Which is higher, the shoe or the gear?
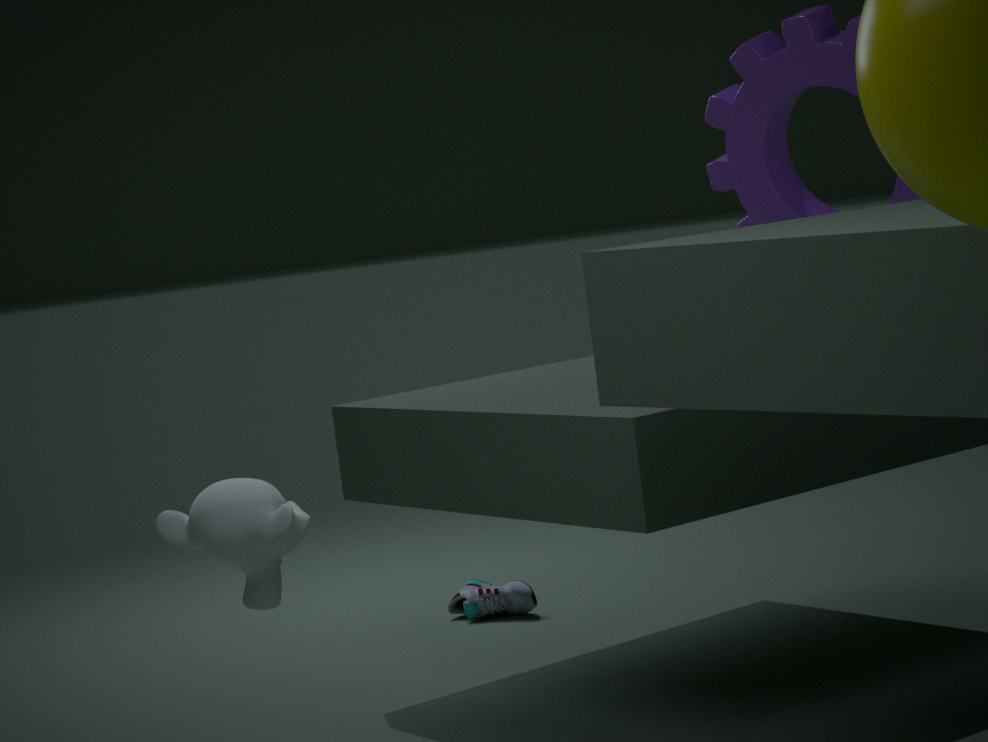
the gear
